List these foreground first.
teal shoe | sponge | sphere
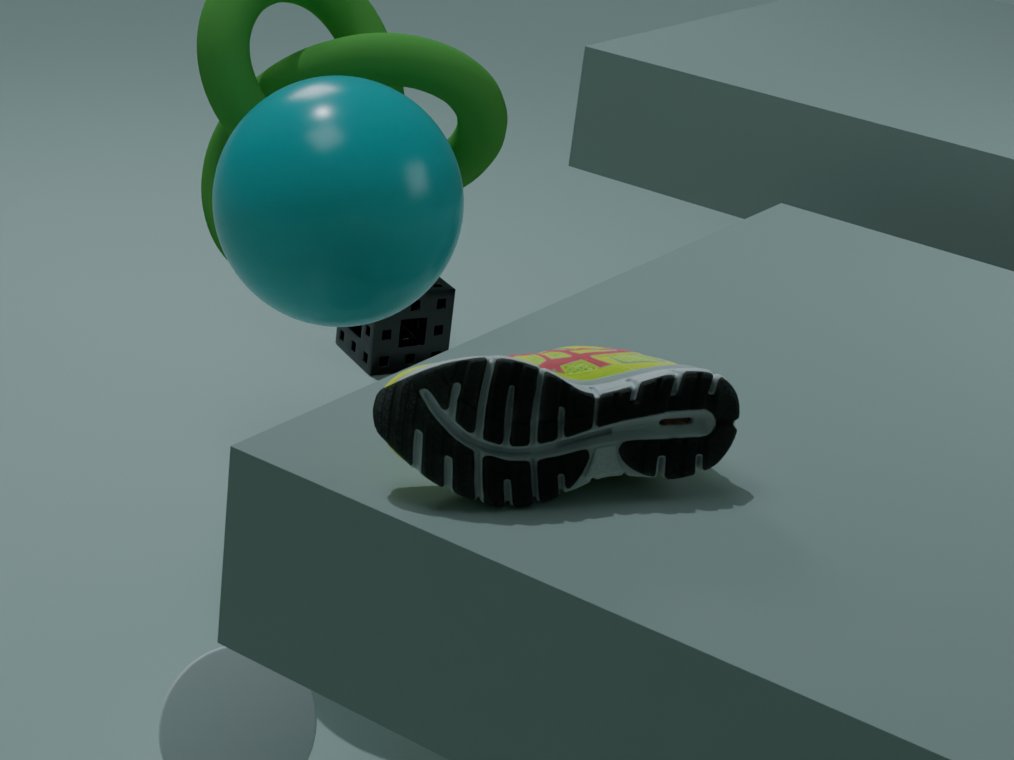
teal shoe
sphere
sponge
